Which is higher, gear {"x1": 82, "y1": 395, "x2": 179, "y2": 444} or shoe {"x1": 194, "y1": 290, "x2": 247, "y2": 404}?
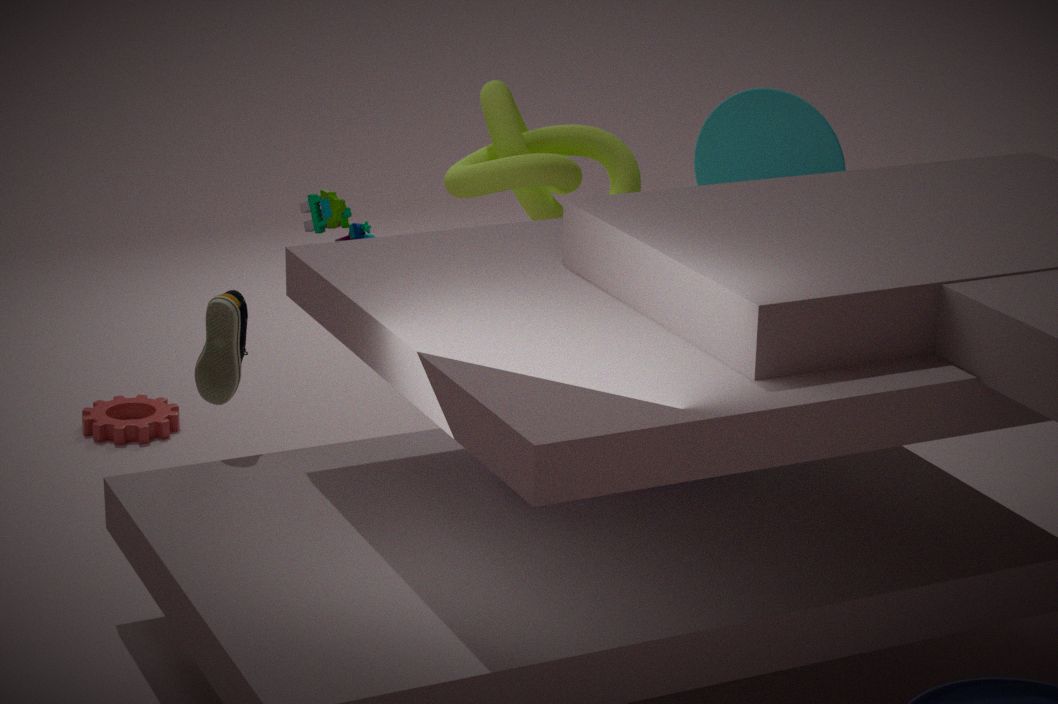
shoe {"x1": 194, "y1": 290, "x2": 247, "y2": 404}
